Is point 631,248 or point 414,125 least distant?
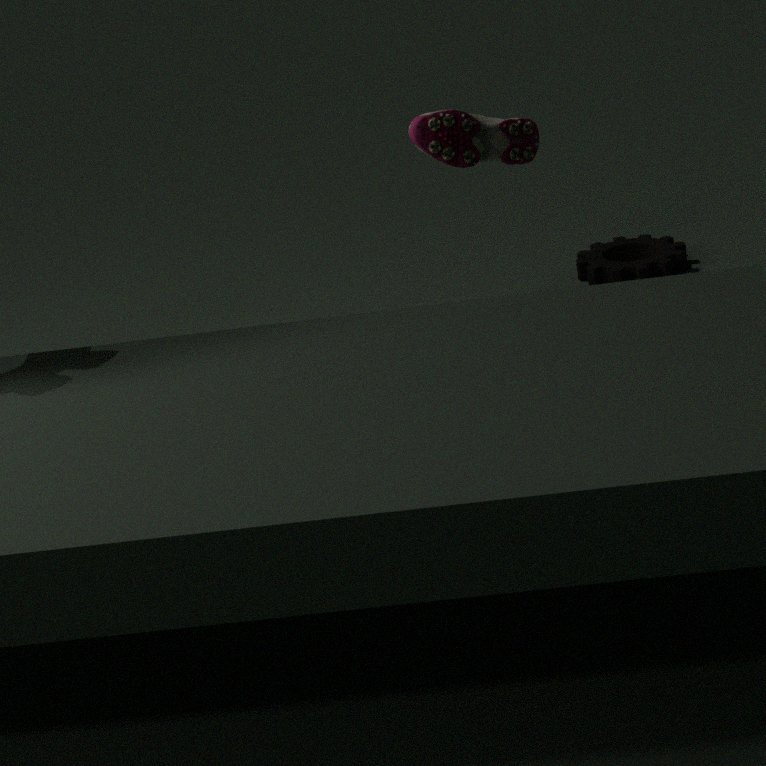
point 414,125
